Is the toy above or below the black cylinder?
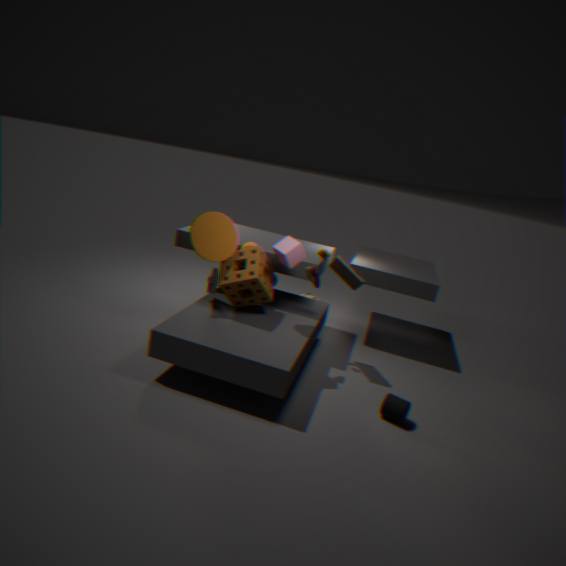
above
